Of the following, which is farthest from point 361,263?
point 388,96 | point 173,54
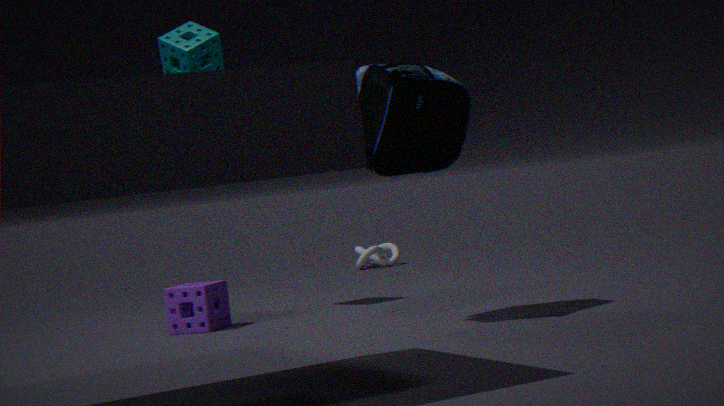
point 388,96
